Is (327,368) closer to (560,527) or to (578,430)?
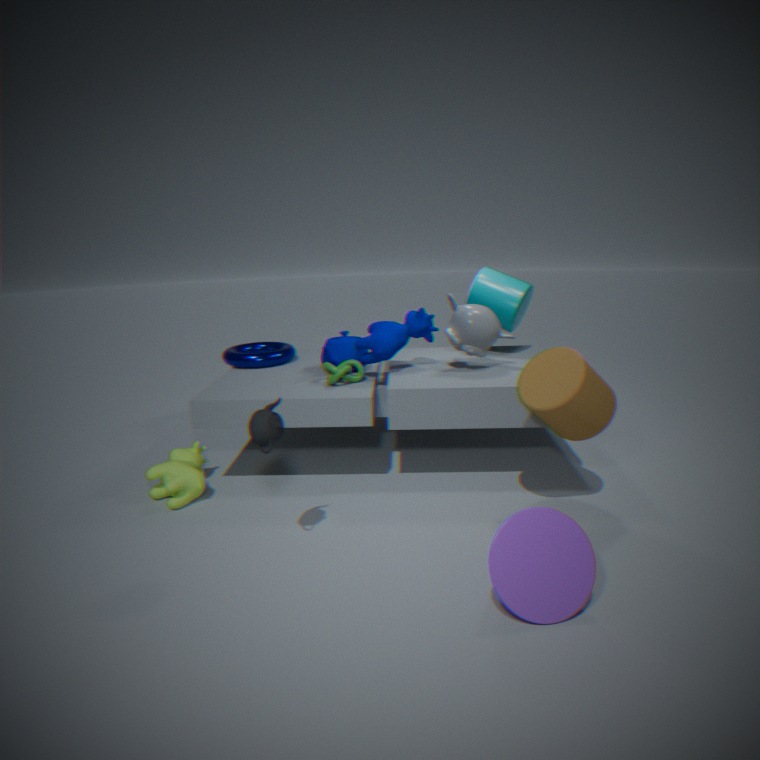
(578,430)
